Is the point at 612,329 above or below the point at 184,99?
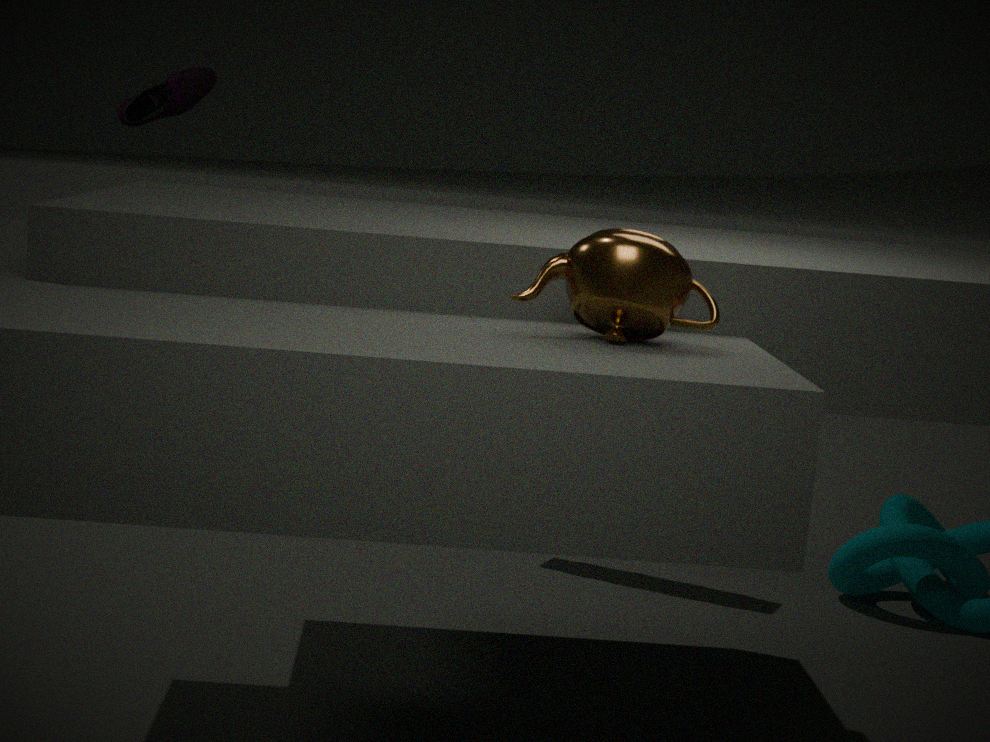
below
